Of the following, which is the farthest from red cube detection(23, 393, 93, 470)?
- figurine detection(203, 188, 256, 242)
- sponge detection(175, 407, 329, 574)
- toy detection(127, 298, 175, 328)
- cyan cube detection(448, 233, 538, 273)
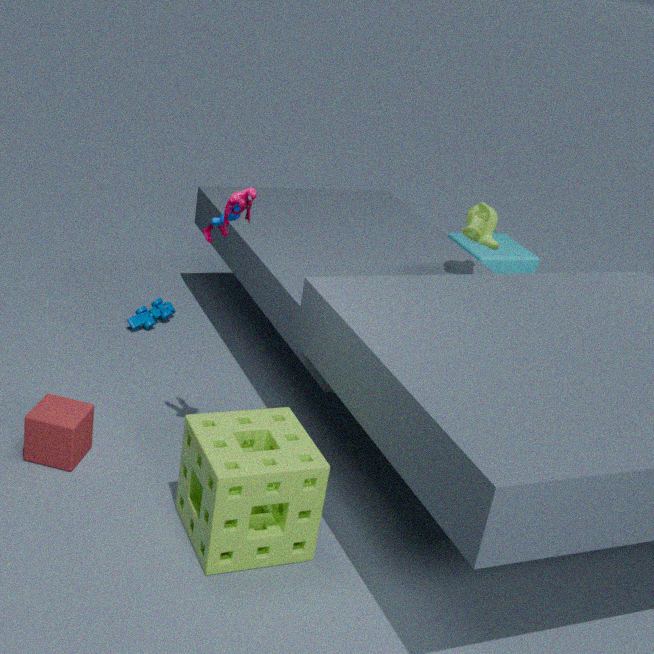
cyan cube detection(448, 233, 538, 273)
